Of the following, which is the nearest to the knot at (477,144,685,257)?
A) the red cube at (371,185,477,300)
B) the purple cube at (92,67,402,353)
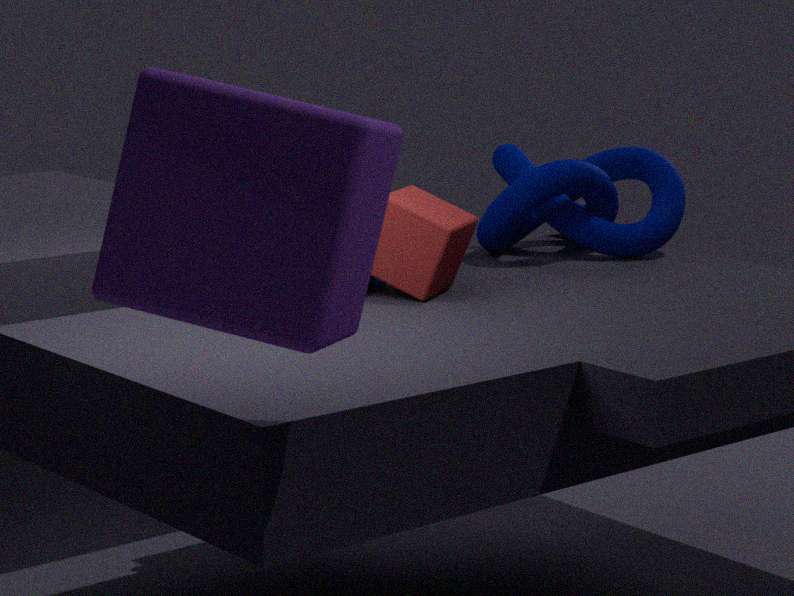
the red cube at (371,185,477,300)
